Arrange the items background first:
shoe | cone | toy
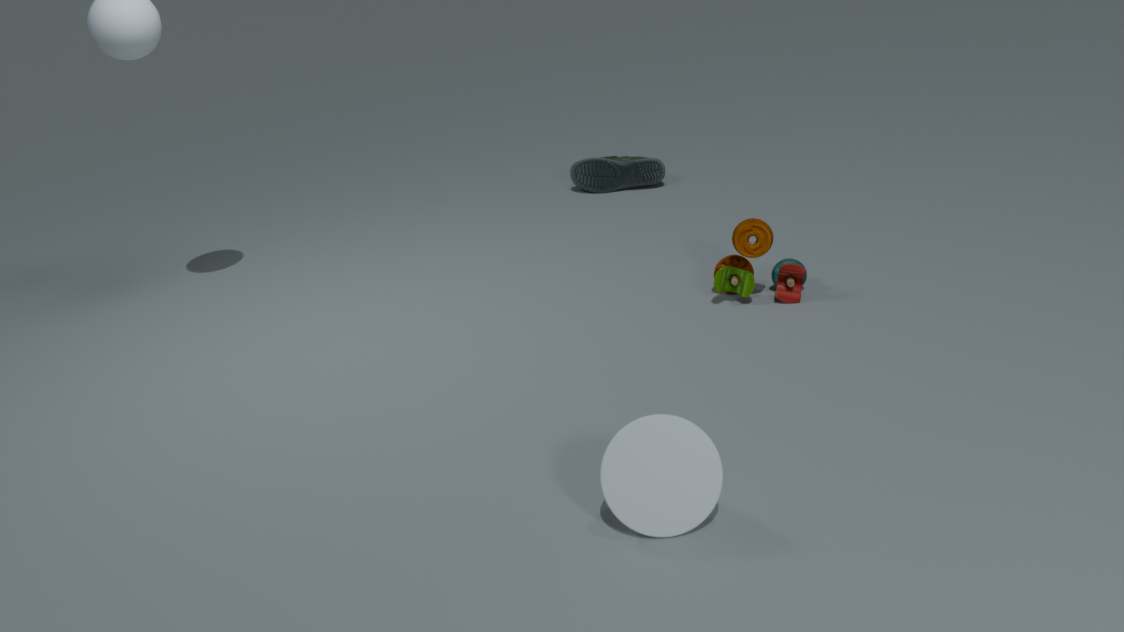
shoe < toy < cone
